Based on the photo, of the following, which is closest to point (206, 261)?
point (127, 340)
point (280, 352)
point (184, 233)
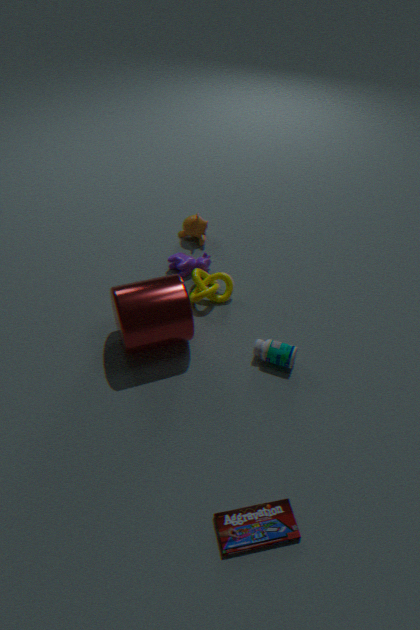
point (184, 233)
